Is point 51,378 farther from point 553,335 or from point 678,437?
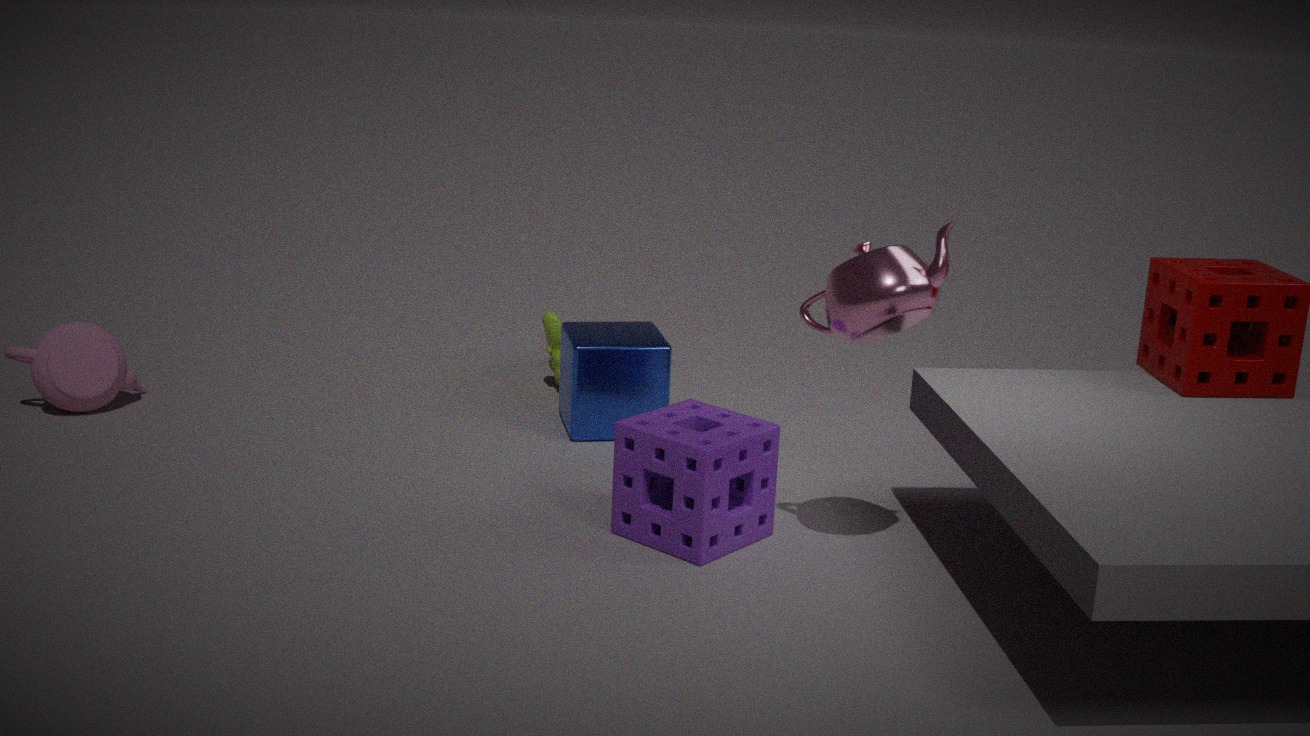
point 678,437
